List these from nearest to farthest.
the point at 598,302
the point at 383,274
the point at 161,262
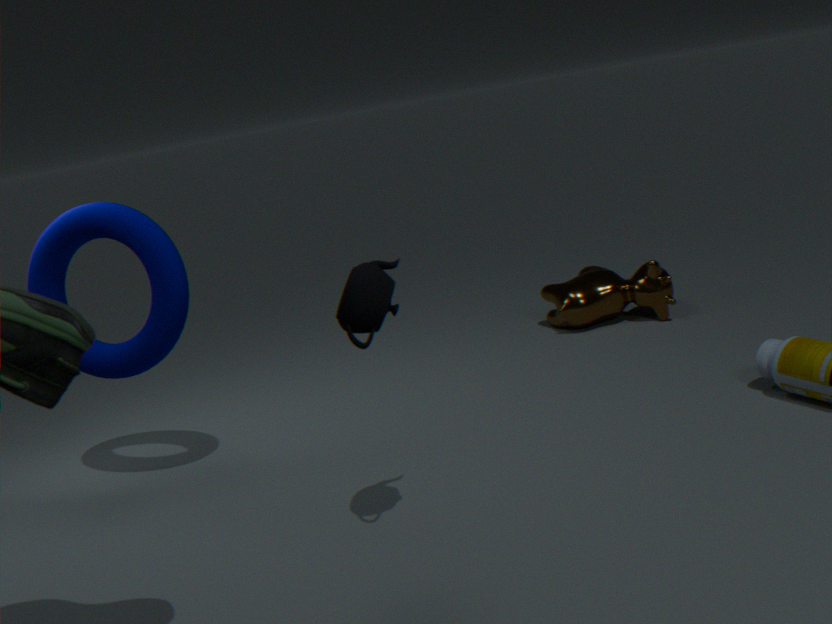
the point at 383,274 → the point at 161,262 → the point at 598,302
